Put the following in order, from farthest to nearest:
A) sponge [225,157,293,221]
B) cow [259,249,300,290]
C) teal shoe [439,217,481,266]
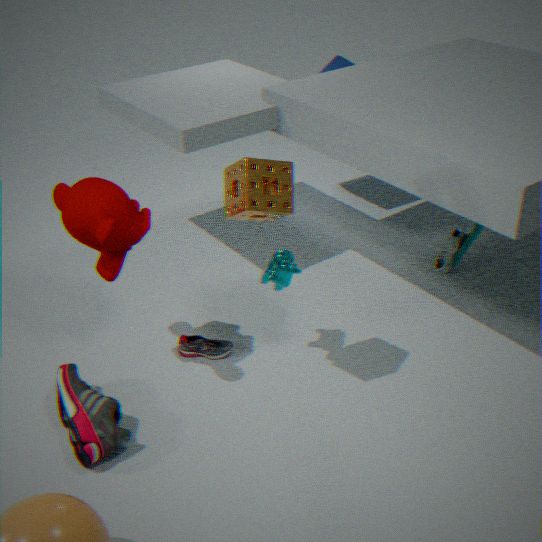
teal shoe [439,217,481,266] → cow [259,249,300,290] → sponge [225,157,293,221]
